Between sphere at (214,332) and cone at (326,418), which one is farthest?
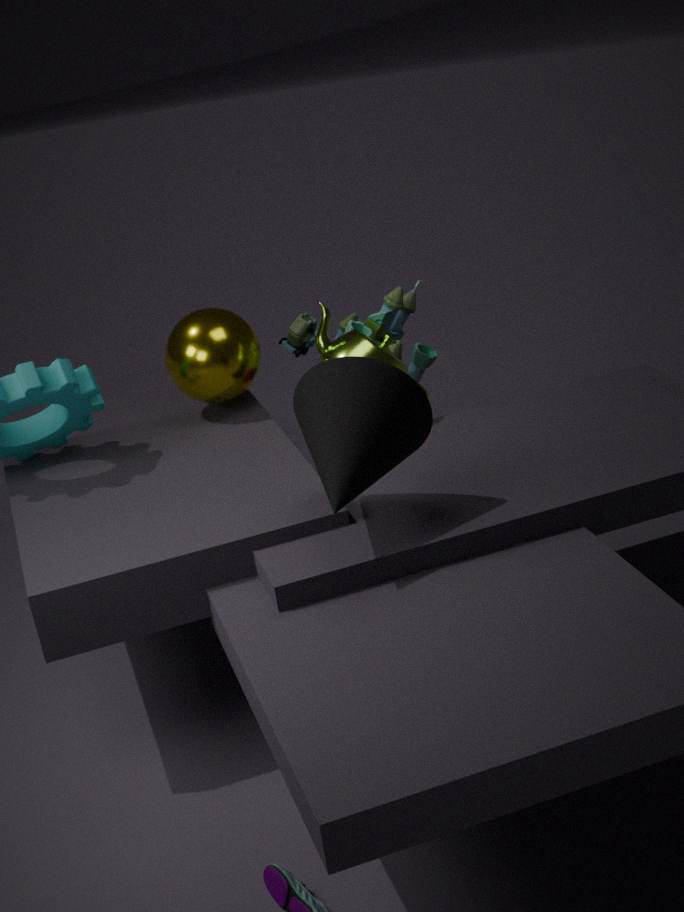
sphere at (214,332)
